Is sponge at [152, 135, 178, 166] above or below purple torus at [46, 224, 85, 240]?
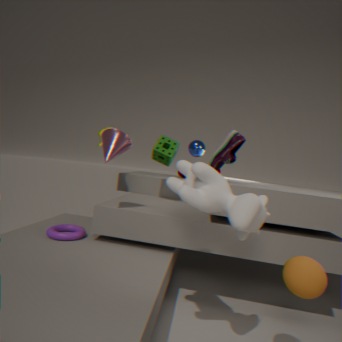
above
